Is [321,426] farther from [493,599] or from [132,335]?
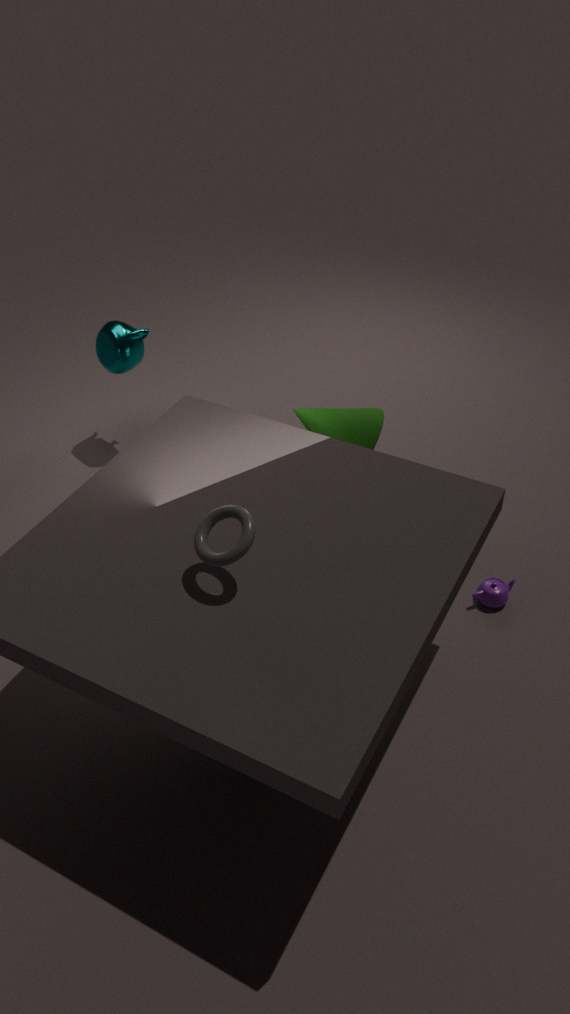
[132,335]
